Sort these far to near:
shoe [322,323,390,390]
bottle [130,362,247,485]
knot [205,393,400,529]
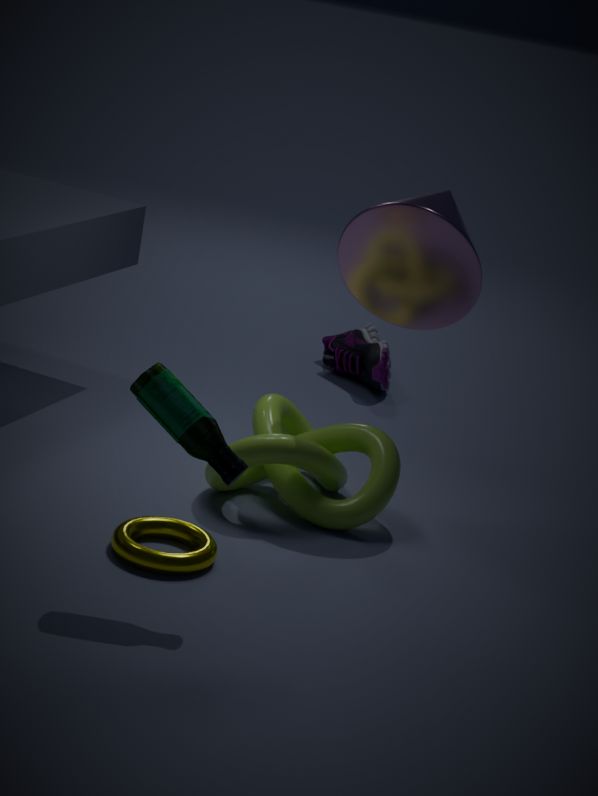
shoe [322,323,390,390] < knot [205,393,400,529] < bottle [130,362,247,485]
